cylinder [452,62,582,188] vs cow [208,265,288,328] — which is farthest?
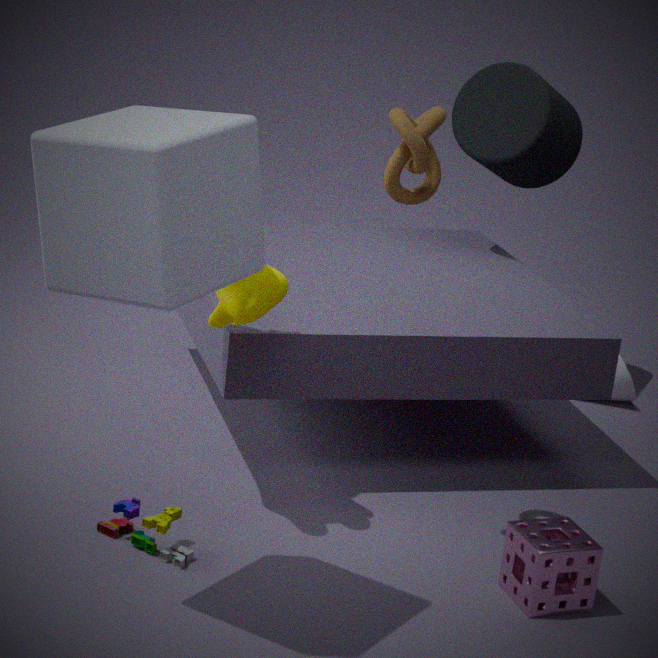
cylinder [452,62,582,188]
